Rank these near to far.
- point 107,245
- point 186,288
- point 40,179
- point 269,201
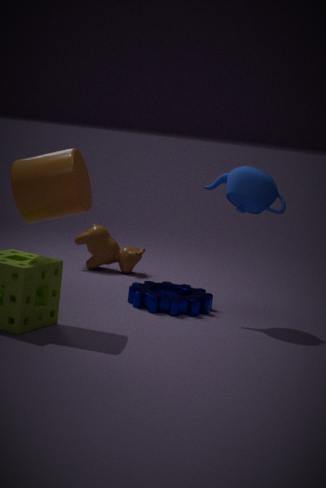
point 40,179
point 269,201
point 186,288
point 107,245
